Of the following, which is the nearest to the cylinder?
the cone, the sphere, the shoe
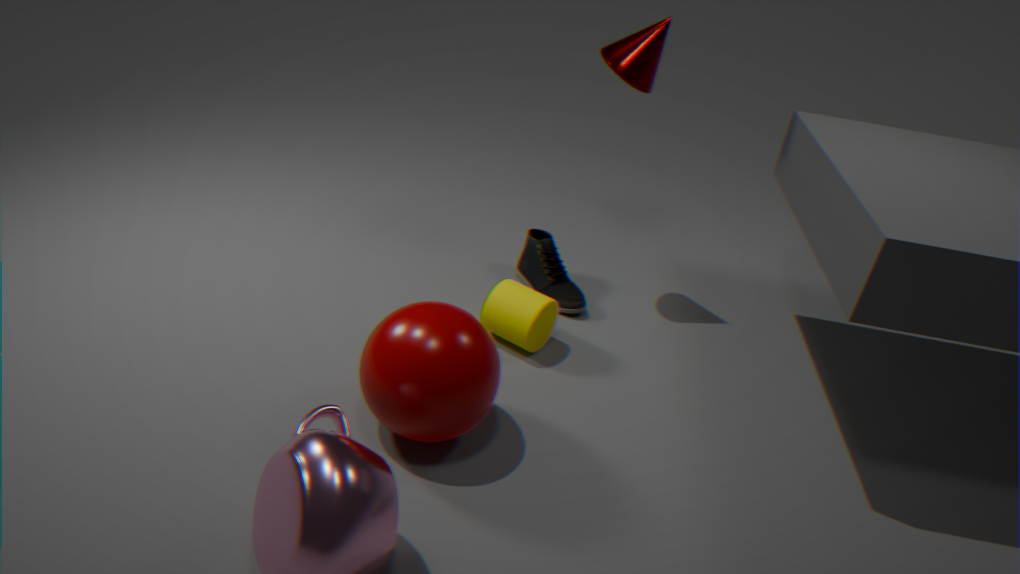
the shoe
